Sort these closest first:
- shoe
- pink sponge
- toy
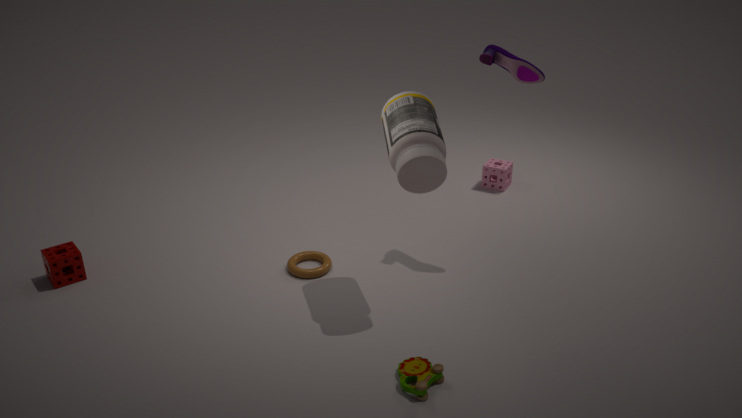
1. toy
2. shoe
3. pink sponge
